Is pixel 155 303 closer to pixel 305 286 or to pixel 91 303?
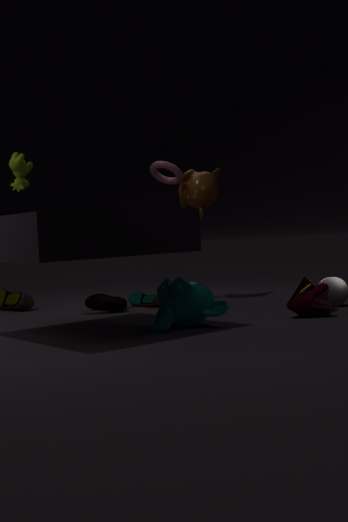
pixel 91 303
